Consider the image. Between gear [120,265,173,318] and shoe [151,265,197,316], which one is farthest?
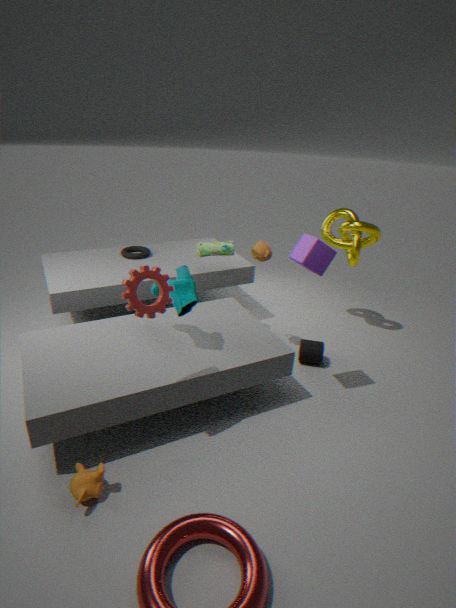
shoe [151,265,197,316]
